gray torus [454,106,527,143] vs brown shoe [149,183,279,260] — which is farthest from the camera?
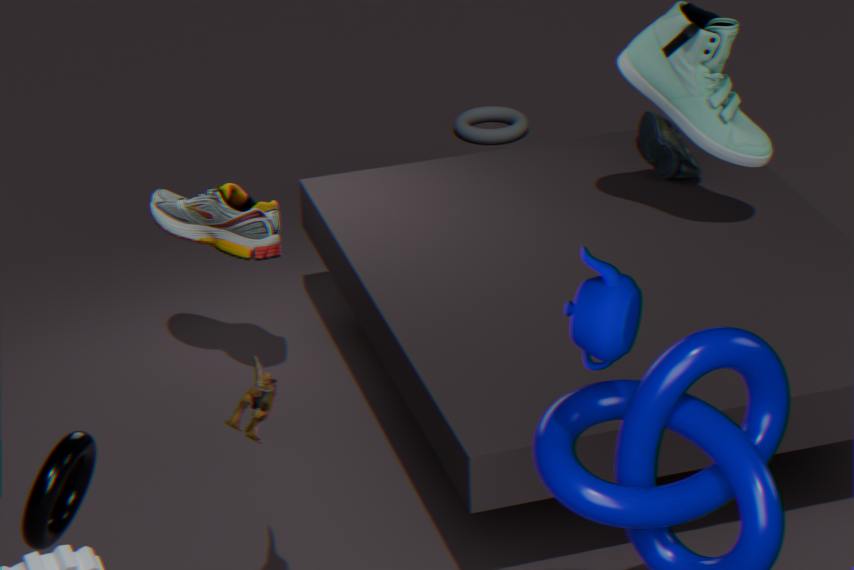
gray torus [454,106,527,143]
